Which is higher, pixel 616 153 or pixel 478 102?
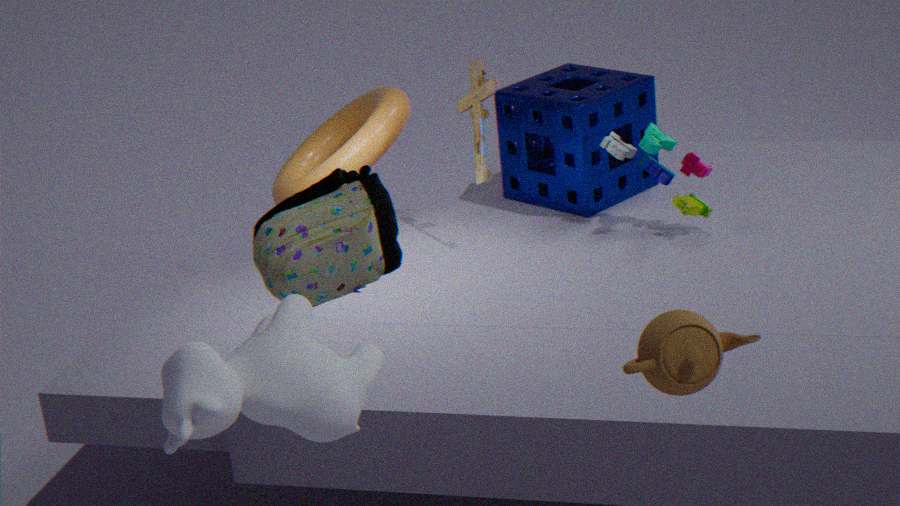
pixel 478 102
